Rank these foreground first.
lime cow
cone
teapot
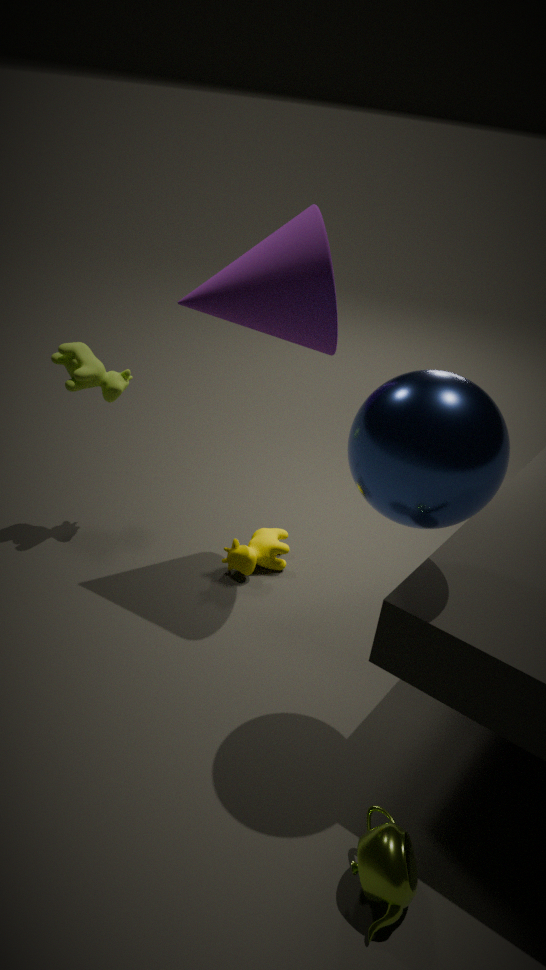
1. teapot
2. cone
3. lime cow
